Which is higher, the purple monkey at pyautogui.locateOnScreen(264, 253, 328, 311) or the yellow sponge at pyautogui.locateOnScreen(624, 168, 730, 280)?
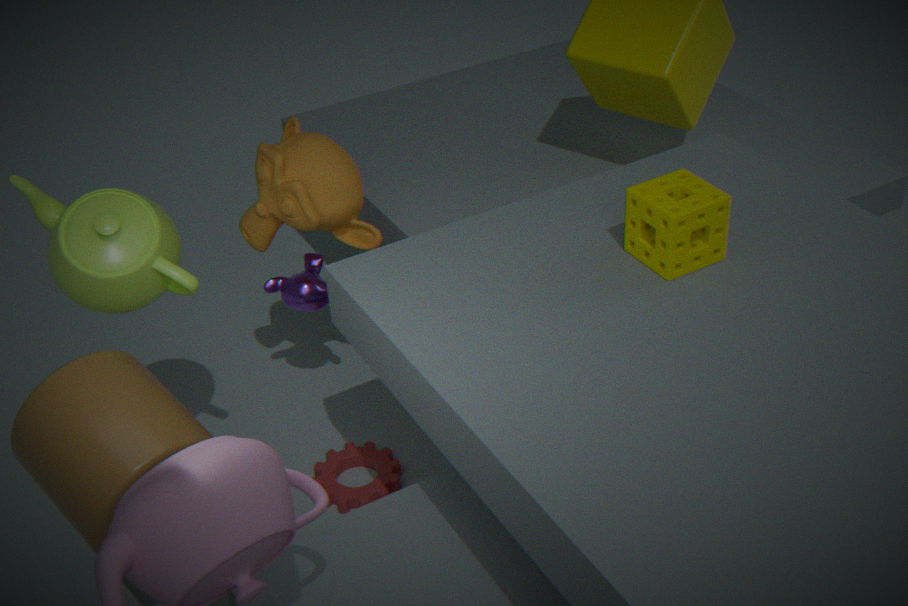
the yellow sponge at pyautogui.locateOnScreen(624, 168, 730, 280)
